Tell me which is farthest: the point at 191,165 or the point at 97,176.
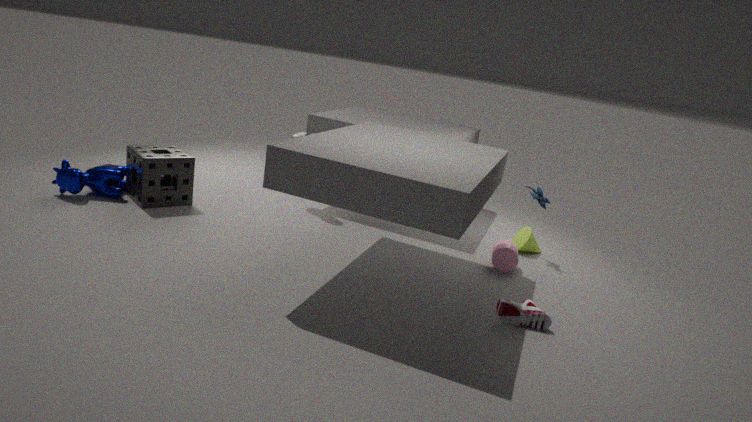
the point at 191,165
